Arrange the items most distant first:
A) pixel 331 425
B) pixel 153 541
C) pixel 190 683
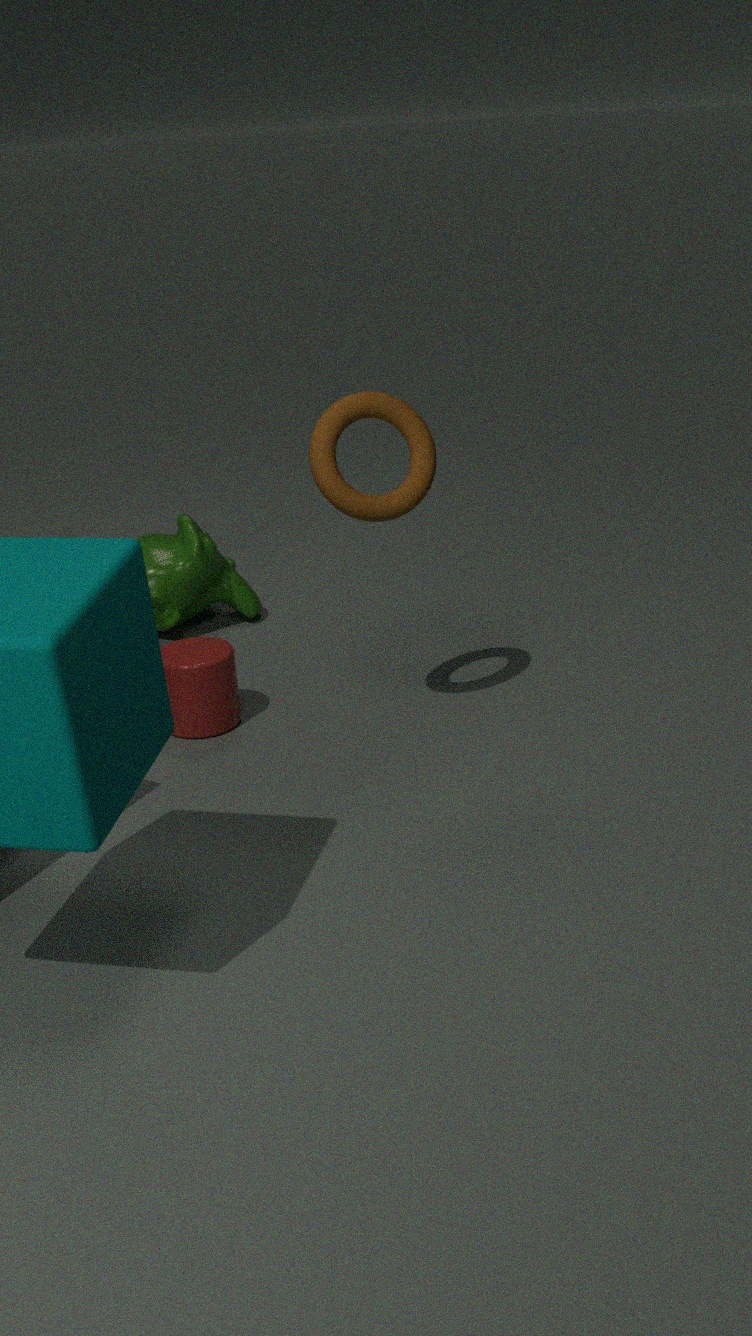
pixel 153 541 → pixel 190 683 → pixel 331 425
